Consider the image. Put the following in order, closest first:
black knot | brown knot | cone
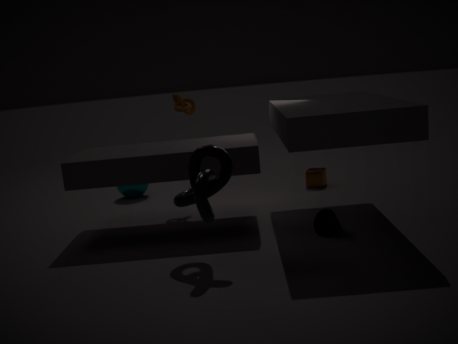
black knot
cone
brown knot
